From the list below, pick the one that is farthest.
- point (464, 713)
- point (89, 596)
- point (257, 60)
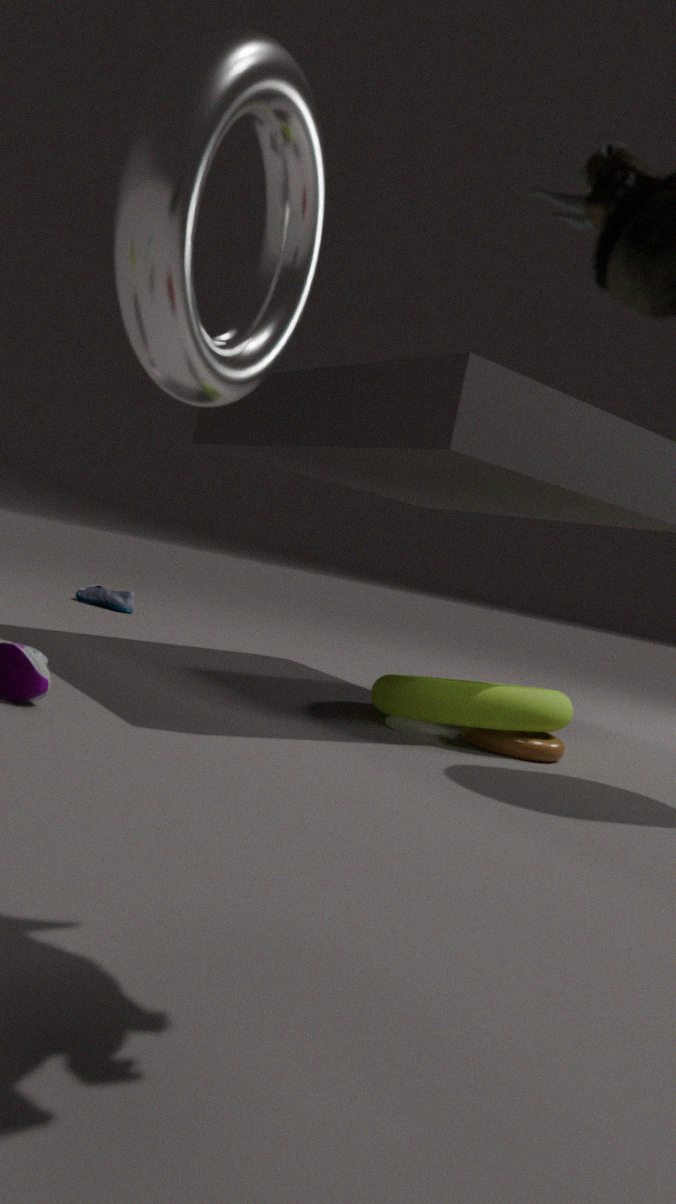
point (89, 596)
